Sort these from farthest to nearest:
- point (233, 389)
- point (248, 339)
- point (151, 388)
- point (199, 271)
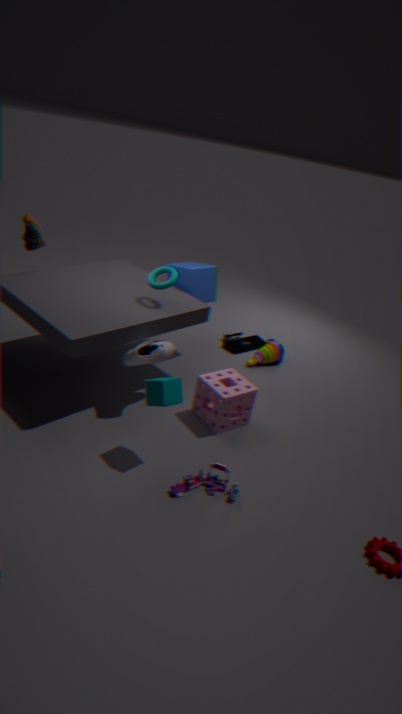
point (248, 339), point (199, 271), point (233, 389), point (151, 388)
